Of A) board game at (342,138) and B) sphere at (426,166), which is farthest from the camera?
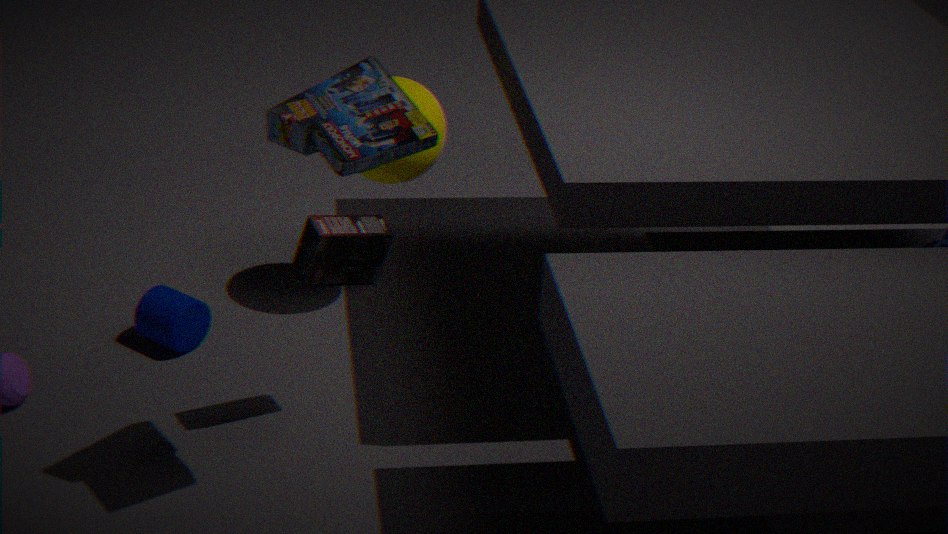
B. sphere at (426,166)
